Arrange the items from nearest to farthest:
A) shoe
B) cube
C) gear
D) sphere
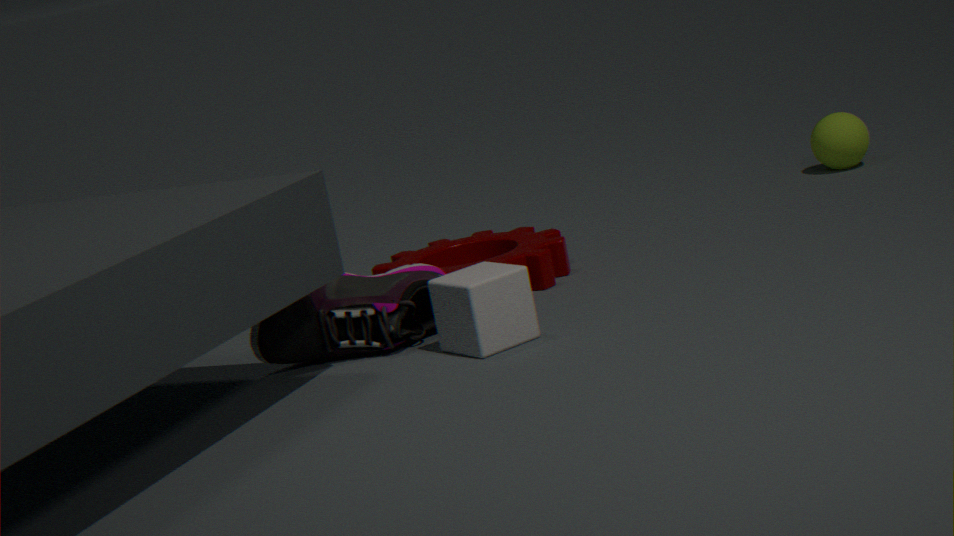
cube < shoe < gear < sphere
